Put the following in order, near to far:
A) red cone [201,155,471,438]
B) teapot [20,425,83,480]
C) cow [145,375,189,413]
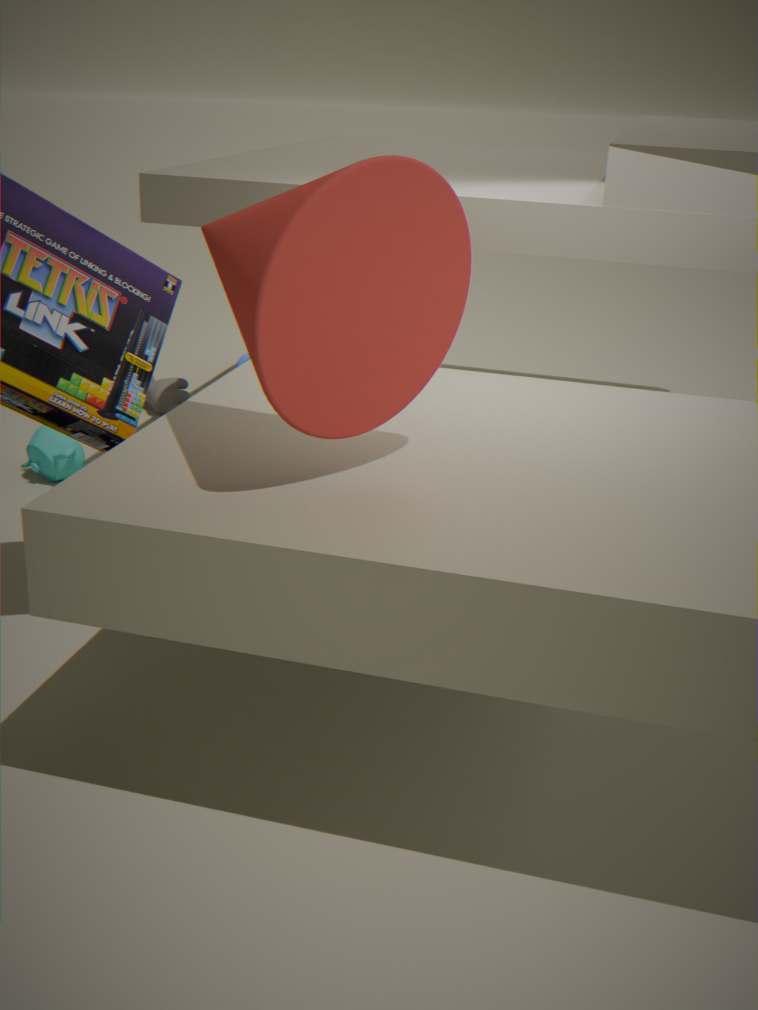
red cone [201,155,471,438], teapot [20,425,83,480], cow [145,375,189,413]
